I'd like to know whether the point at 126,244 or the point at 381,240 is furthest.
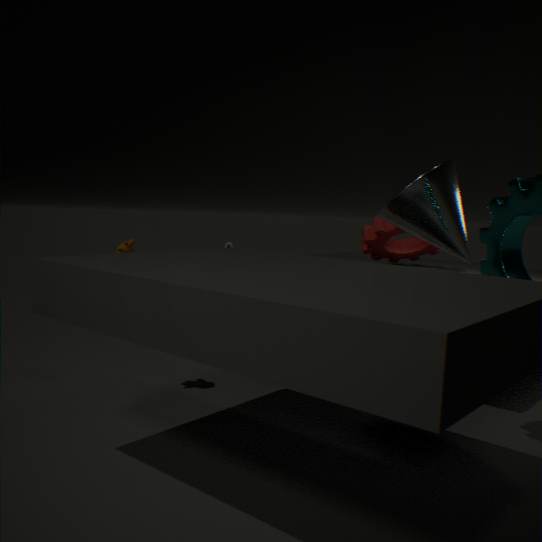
the point at 381,240
